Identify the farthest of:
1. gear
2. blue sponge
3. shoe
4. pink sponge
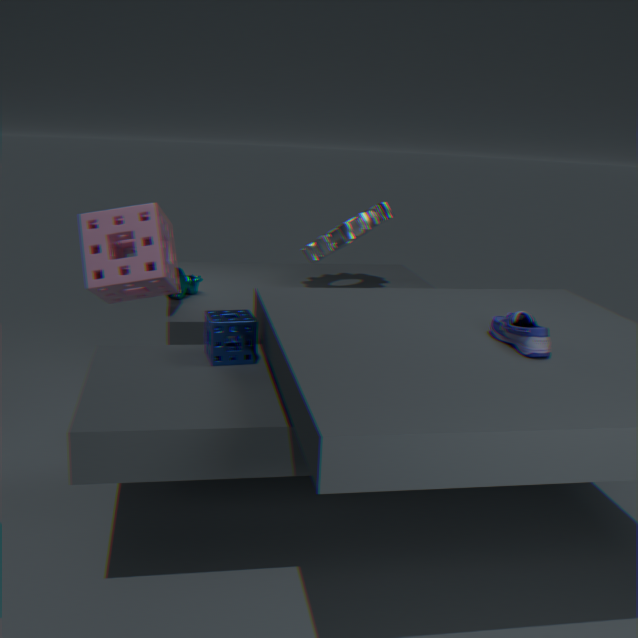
gear
